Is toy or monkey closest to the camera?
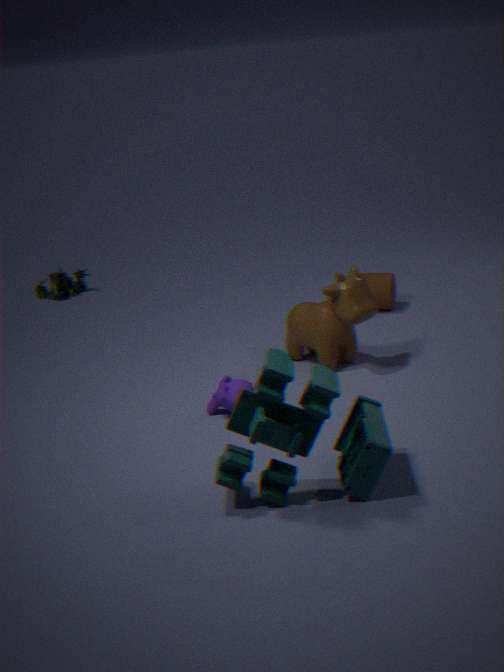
toy
